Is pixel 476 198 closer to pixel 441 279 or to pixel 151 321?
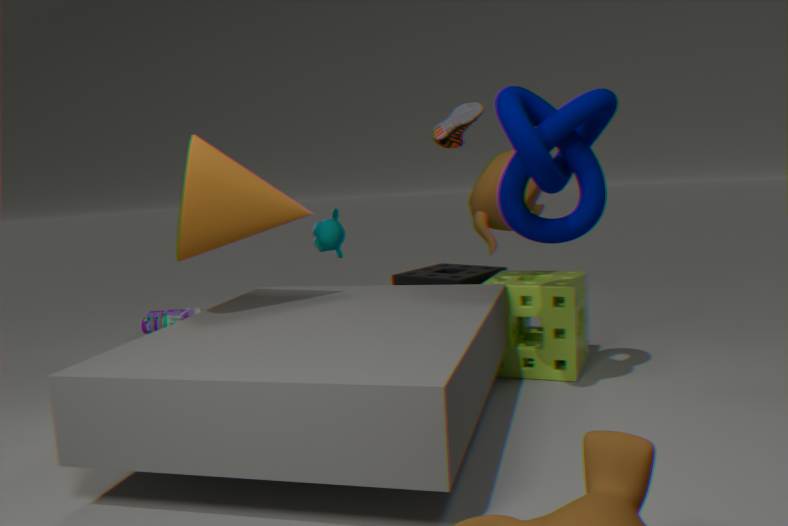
pixel 441 279
